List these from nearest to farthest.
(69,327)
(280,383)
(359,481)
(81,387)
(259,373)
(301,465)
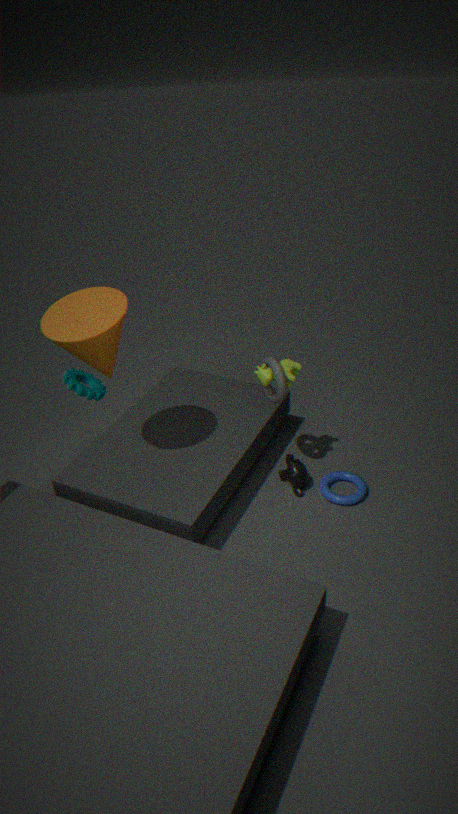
1. (69,327)
2. (280,383)
3. (259,373)
4. (301,465)
5. (359,481)
6. (81,387)
